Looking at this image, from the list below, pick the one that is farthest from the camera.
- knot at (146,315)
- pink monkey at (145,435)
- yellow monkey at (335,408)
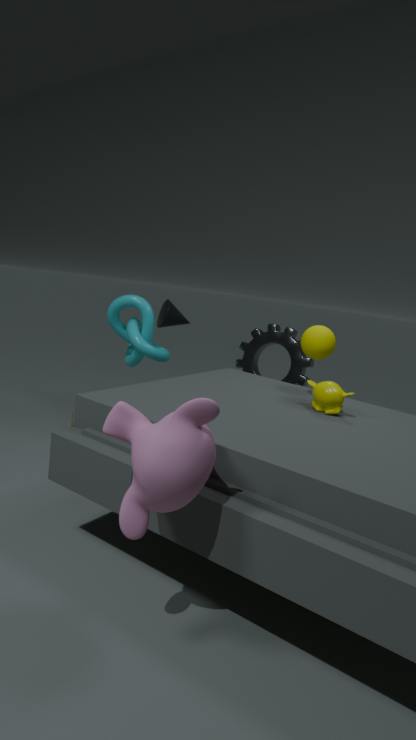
knot at (146,315)
